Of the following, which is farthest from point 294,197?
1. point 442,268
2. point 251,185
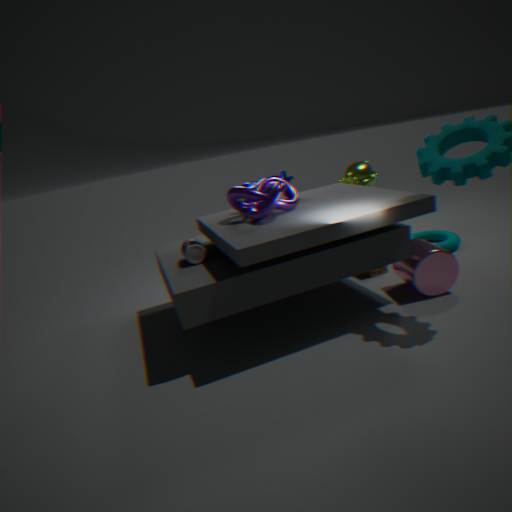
point 442,268
